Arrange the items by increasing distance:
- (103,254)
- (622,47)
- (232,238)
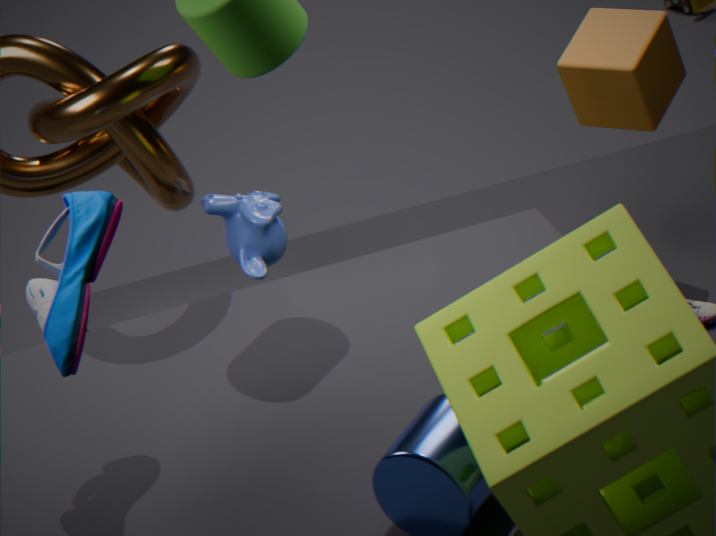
(103,254)
(622,47)
(232,238)
